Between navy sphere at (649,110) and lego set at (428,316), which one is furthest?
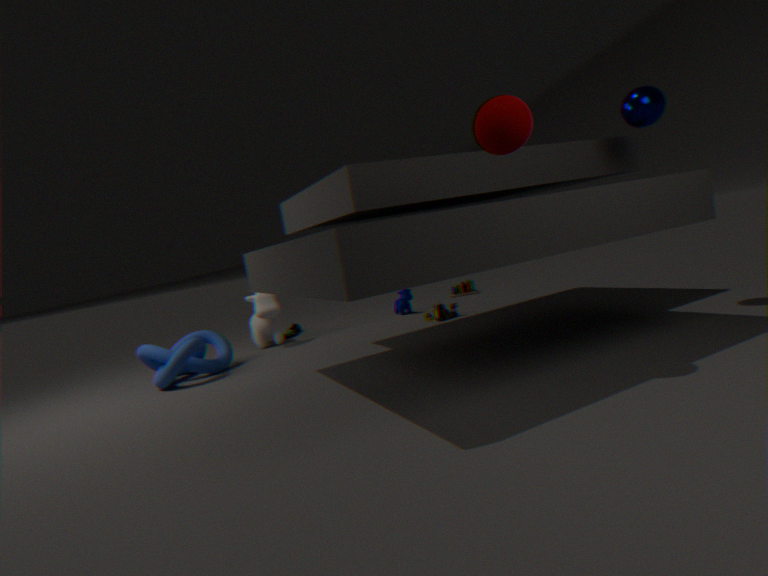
lego set at (428,316)
